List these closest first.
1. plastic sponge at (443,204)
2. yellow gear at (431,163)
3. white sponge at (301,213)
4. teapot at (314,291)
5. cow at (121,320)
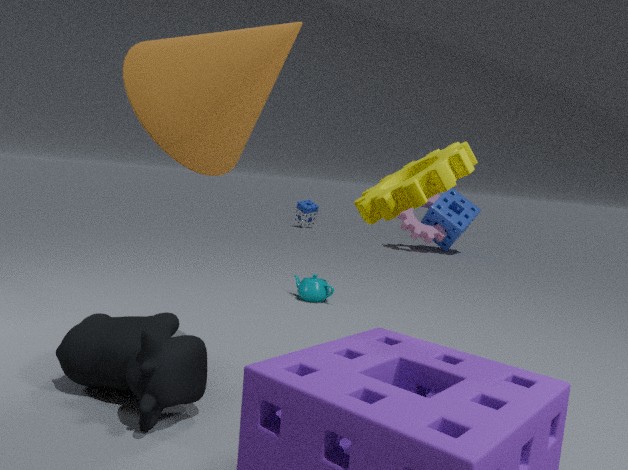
yellow gear at (431,163) < cow at (121,320) < teapot at (314,291) < plastic sponge at (443,204) < white sponge at (301,213)
